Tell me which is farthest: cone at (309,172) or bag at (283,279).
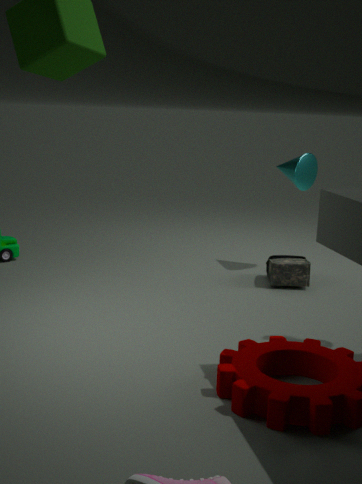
cone at (309,172)
